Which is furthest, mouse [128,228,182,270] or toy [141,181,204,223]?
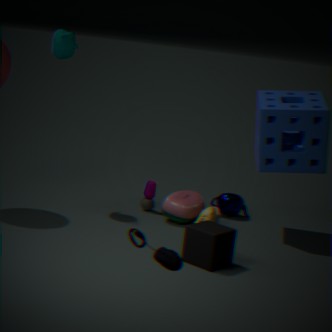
toy [141,181,204,223]
